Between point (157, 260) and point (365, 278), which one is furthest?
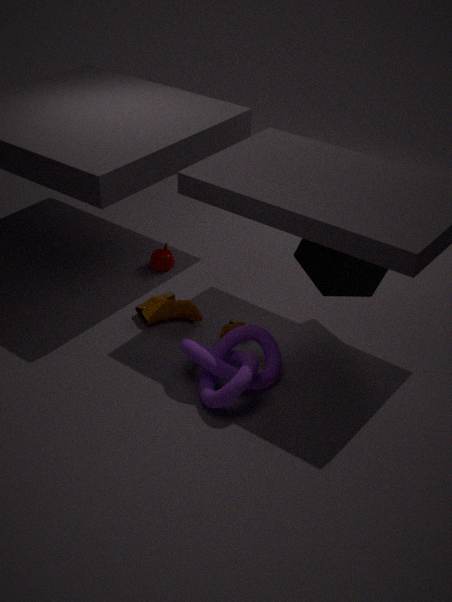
point (157, 260)
